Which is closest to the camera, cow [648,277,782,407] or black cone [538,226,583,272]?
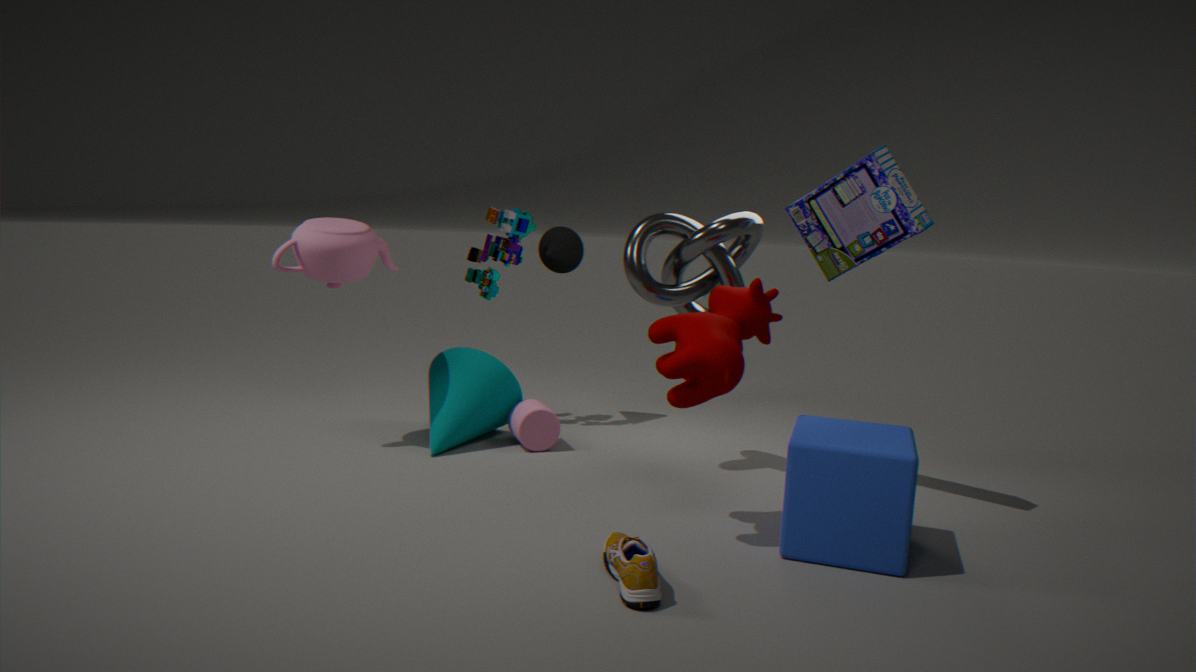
cow [648,277,782,407]
